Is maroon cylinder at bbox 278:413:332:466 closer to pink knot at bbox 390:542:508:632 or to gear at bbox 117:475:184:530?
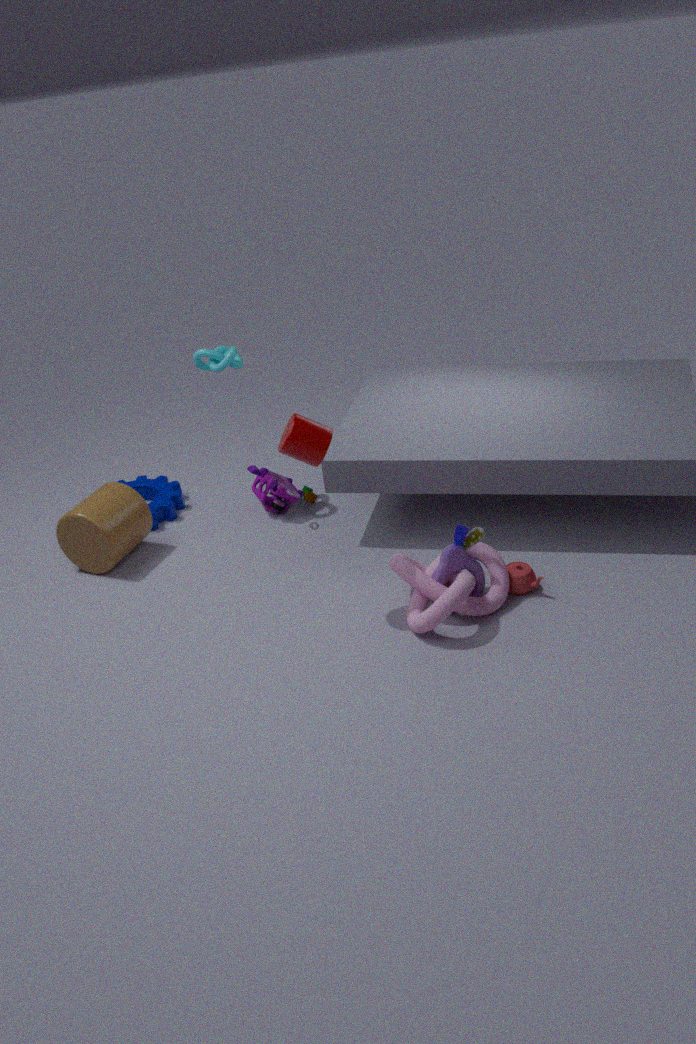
pink knot at bbox 390:542:508:632
